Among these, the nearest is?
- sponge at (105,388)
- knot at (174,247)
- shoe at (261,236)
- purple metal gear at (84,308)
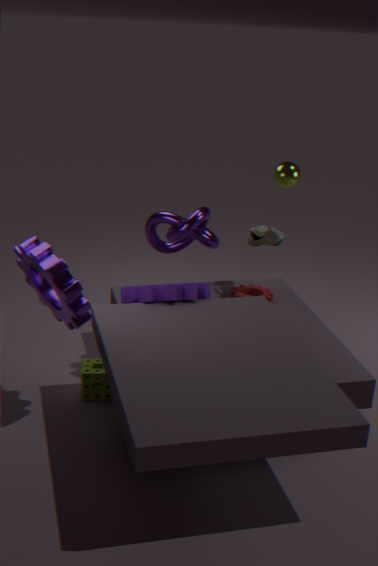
purple metal gear at (84,308)
